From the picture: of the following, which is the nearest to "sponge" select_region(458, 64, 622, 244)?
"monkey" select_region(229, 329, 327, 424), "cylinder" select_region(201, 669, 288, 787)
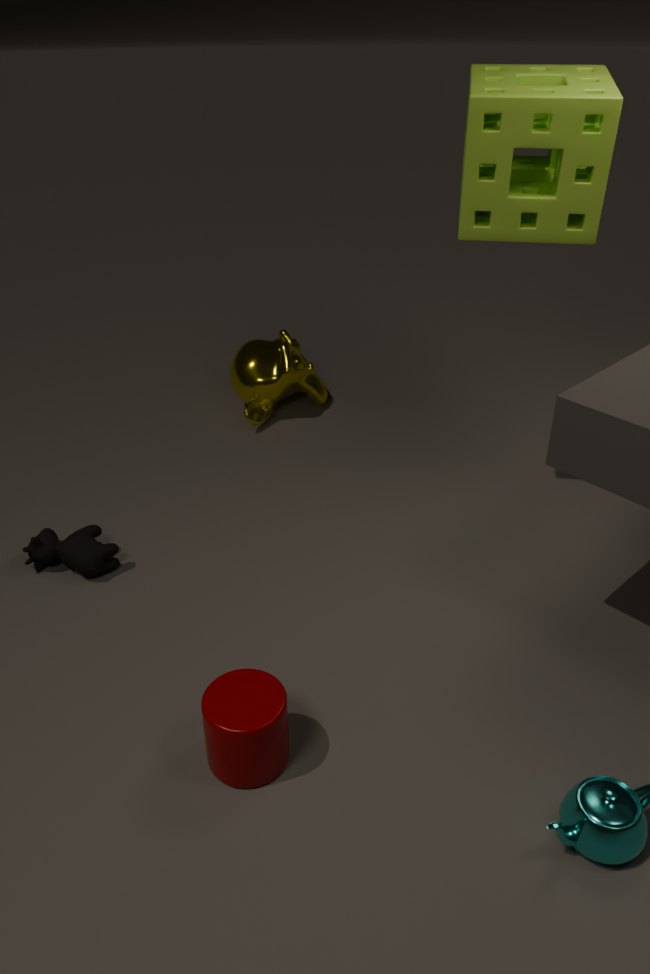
"monkey" select_region(229, 329, 327, 424)
